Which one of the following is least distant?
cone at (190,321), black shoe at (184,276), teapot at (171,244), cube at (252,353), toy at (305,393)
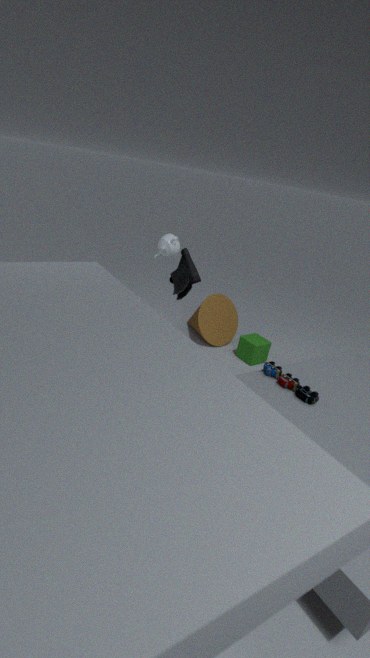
black shoe at (184,276)
